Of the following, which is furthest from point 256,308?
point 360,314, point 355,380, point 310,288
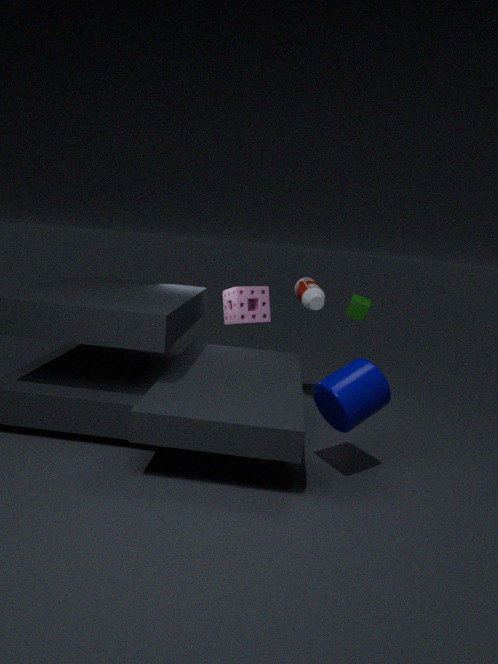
point 355,380
